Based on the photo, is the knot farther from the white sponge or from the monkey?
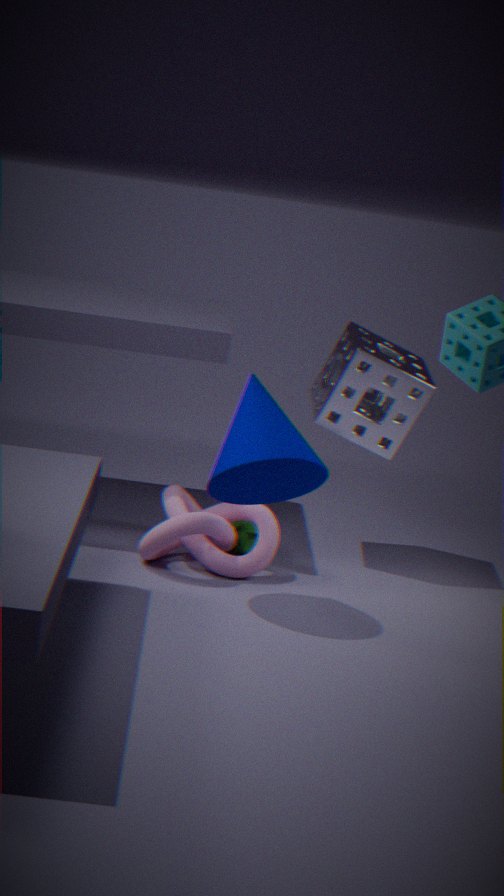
the white sponge
